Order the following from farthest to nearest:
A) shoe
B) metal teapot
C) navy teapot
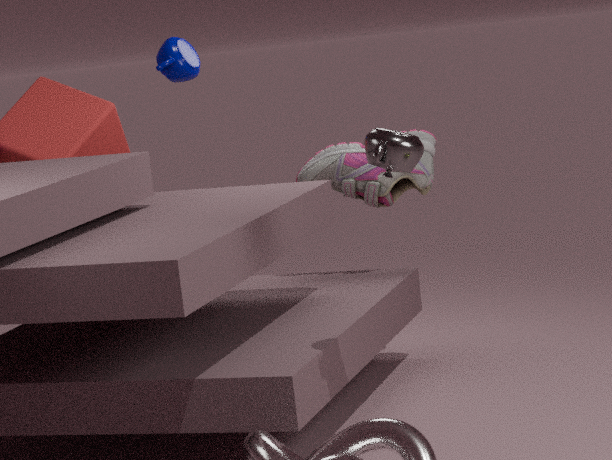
shoe
navy teapot
metal teapot
